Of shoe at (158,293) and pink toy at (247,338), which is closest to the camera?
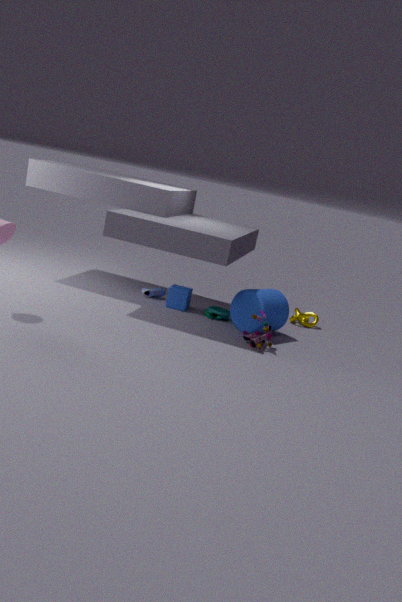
pink toy at (247,338)
